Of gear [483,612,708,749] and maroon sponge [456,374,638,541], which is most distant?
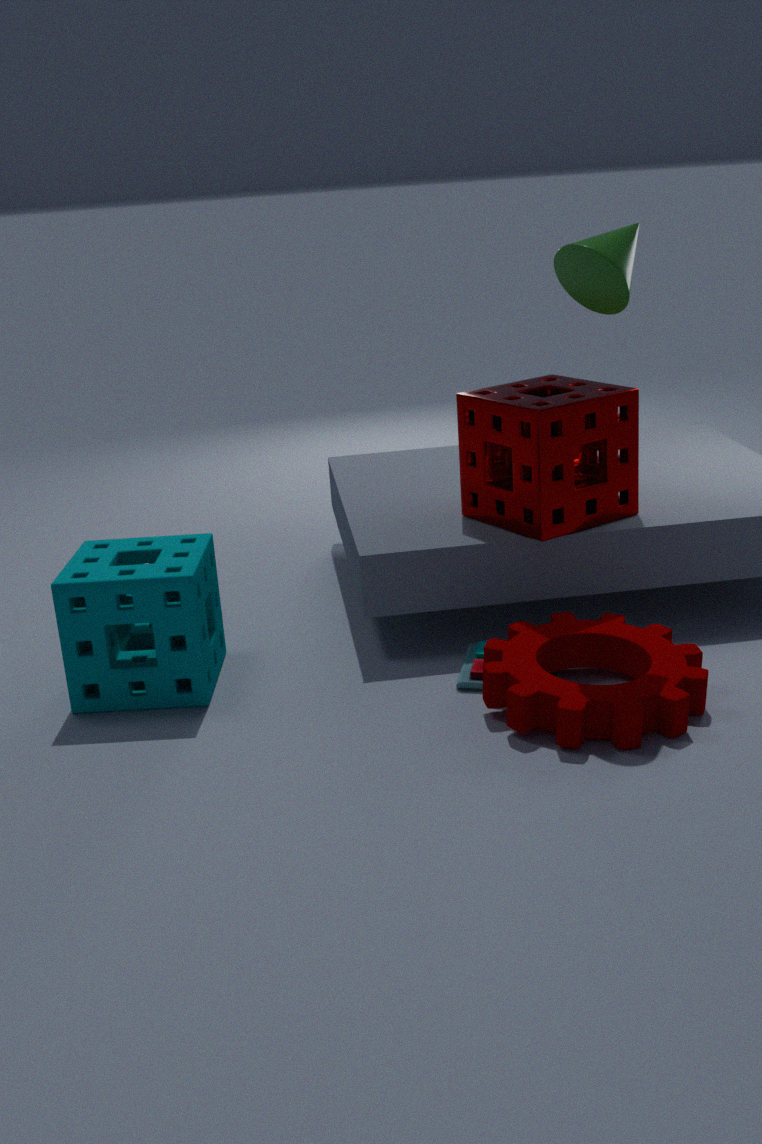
maroon sponge [456,374,638,541]
